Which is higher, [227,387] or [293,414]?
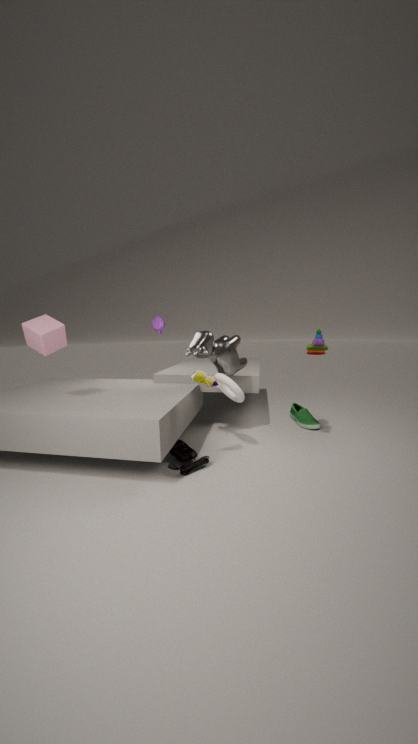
[227,387]
